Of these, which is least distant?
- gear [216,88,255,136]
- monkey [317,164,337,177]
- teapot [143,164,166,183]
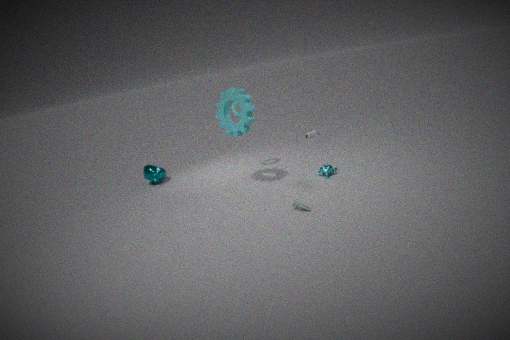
gear [216,88,255,136]
